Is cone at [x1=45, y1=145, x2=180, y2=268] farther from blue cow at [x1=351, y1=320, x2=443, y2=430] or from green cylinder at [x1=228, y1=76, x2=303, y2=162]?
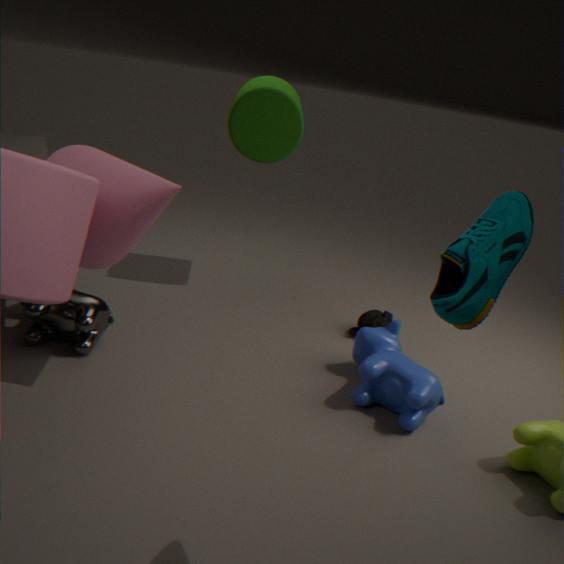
blue cow at [x1=351, y1=320, x2=443, y2=430]
